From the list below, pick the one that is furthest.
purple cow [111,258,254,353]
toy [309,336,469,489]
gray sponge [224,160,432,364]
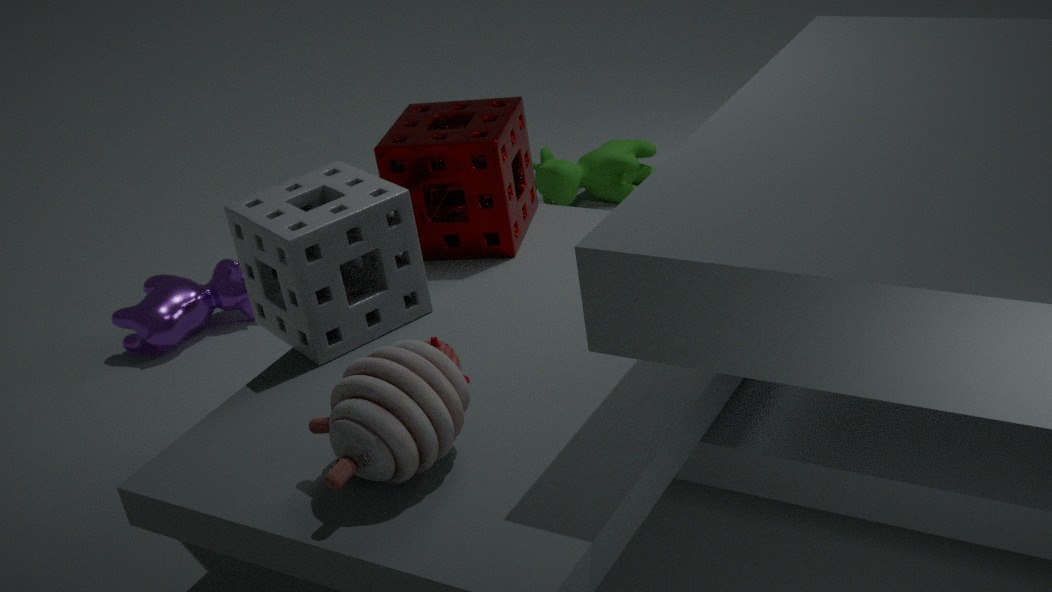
purple cow [111,258,254,353]
